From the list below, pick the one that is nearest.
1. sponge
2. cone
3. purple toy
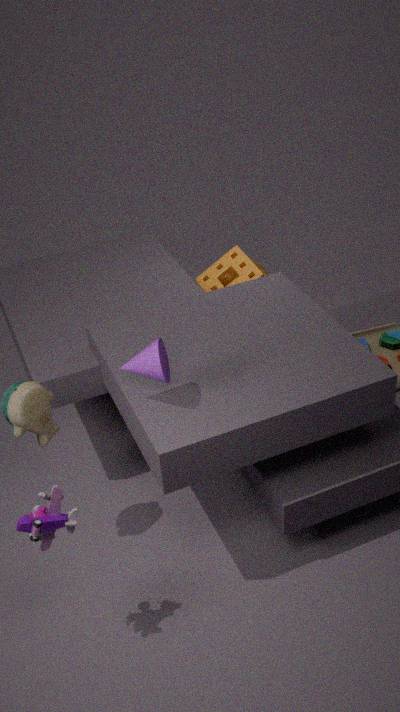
purple toy
